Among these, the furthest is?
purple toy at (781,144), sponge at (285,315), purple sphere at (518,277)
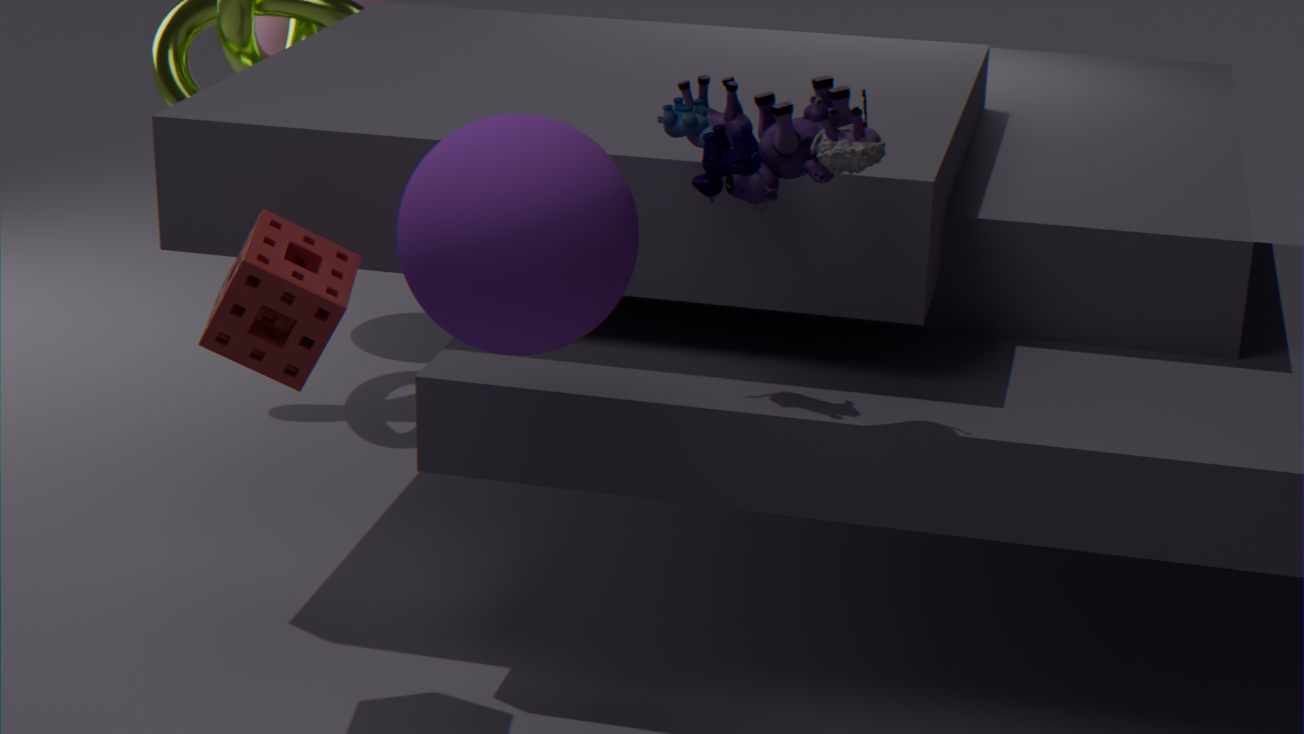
sponge at (285,315)
